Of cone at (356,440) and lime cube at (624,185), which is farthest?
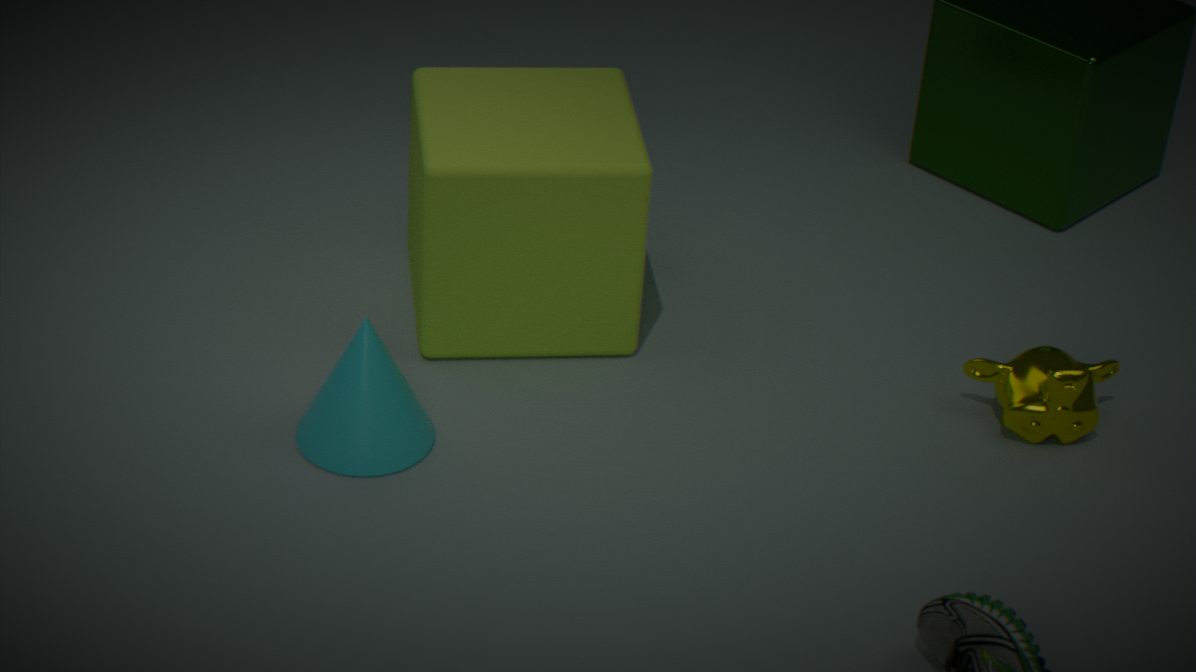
lime cube at (624,185)
